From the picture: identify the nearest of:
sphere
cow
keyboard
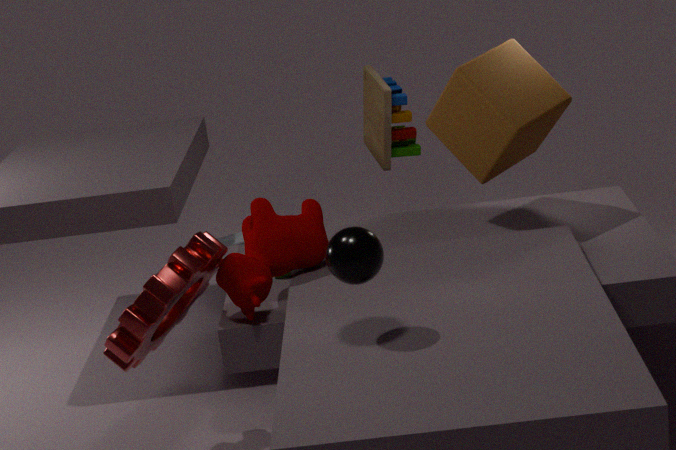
sphere
